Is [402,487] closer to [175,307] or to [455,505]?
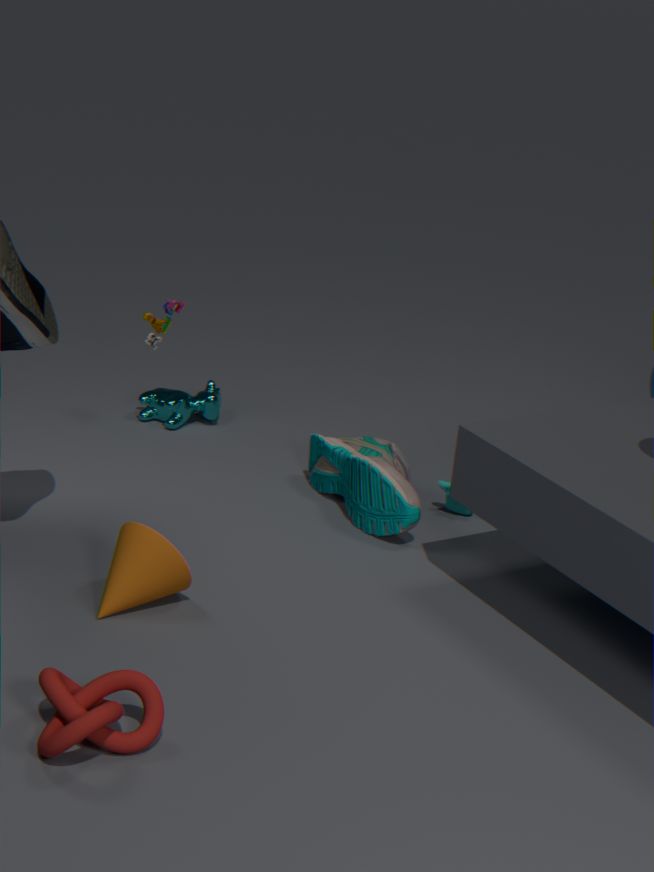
[455,505]
